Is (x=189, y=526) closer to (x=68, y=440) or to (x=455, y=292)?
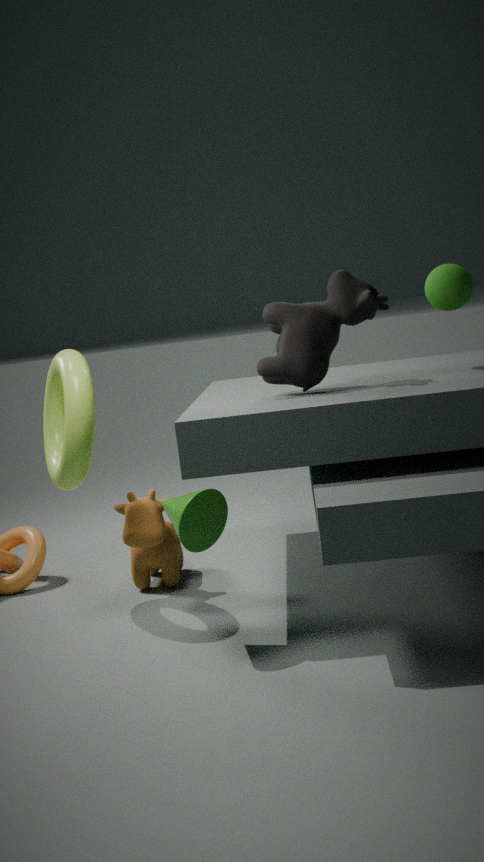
(x=68, y=440)
